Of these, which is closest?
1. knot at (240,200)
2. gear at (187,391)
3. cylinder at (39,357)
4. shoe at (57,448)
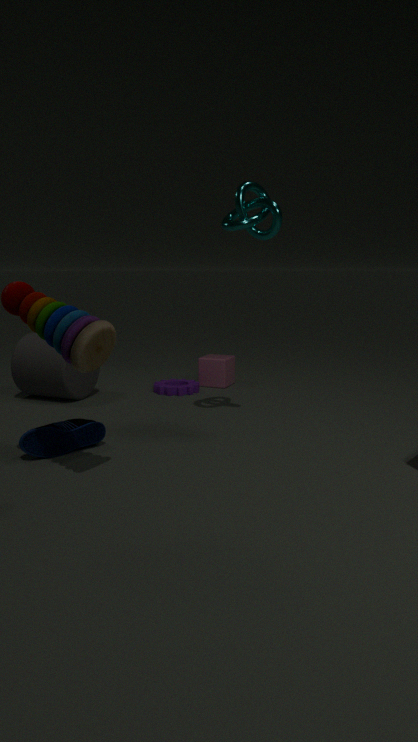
shoe at (57,448)
